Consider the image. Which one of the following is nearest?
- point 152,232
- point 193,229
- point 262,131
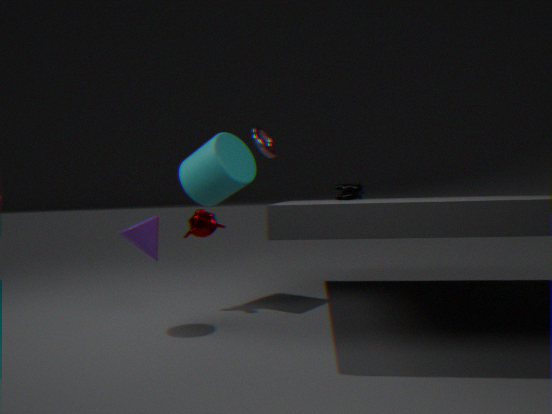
point 152,232
